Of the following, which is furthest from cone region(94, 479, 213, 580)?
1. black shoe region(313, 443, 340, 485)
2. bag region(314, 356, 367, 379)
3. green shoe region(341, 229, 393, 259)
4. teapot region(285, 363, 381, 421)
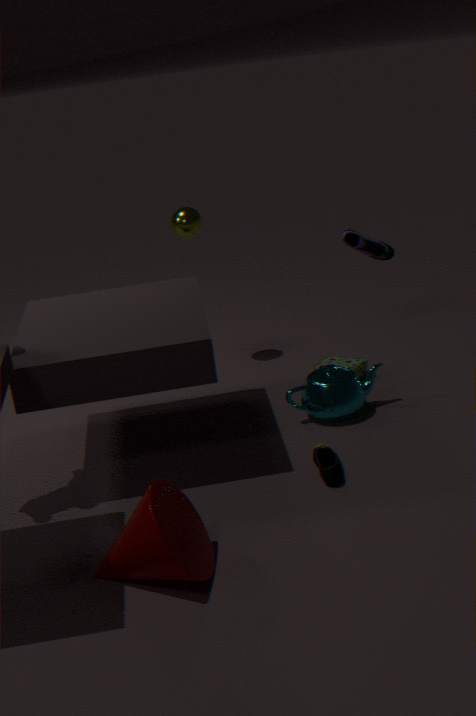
bag region(314, 356, 367, 379)
